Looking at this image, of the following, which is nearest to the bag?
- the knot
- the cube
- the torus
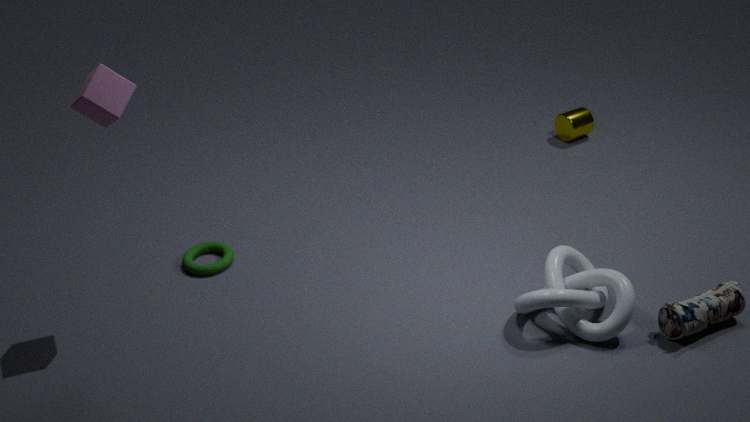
the knot
